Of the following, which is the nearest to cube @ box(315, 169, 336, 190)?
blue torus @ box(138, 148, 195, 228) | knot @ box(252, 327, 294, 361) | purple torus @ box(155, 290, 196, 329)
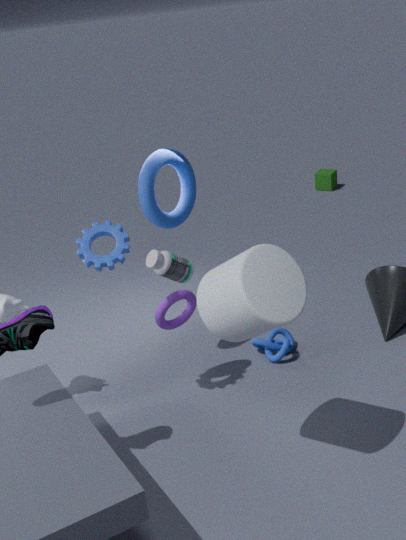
blue torus @ box(138, 148, 195, 228)
